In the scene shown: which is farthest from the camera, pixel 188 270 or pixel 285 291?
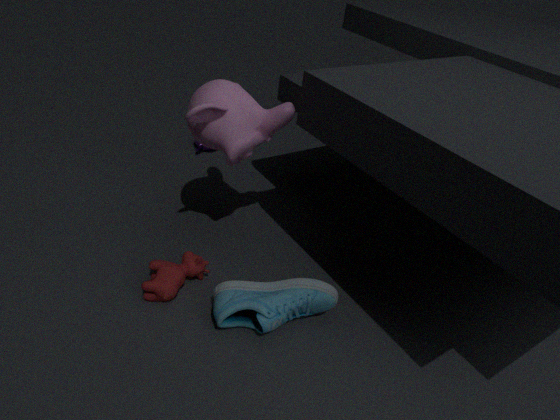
pixel 188 270
